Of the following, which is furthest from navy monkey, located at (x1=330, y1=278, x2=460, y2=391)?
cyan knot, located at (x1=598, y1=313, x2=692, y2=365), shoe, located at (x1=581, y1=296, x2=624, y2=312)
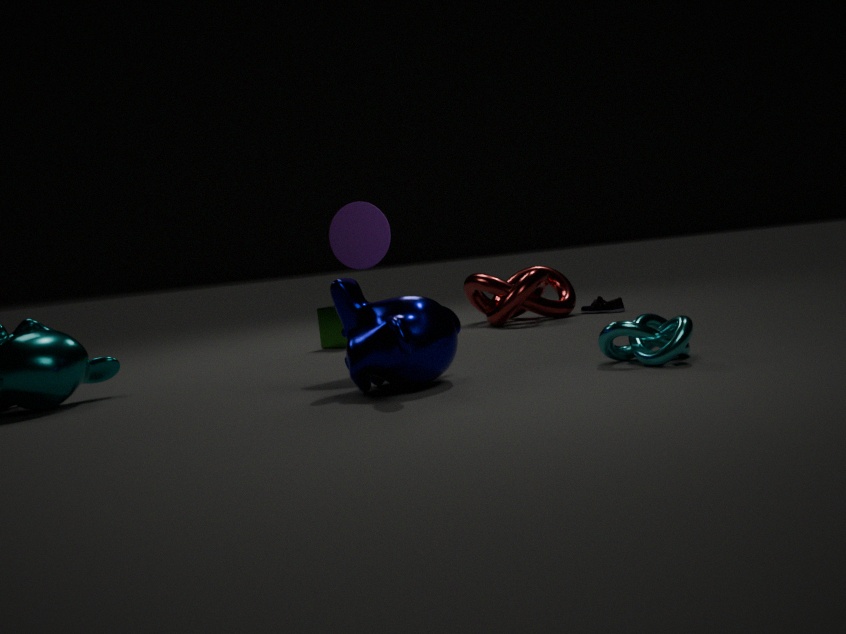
shoe, located at (x1=581, y1=296, x2=624, y2=312)
